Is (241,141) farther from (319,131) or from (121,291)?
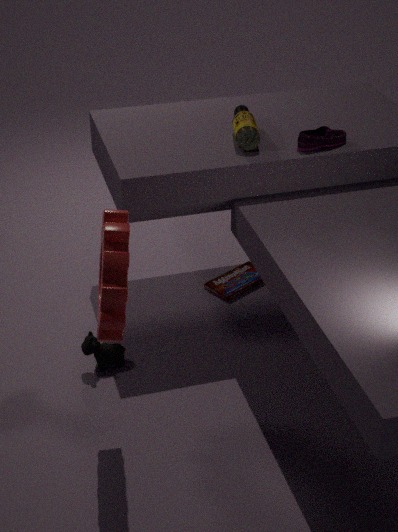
(121,291)
